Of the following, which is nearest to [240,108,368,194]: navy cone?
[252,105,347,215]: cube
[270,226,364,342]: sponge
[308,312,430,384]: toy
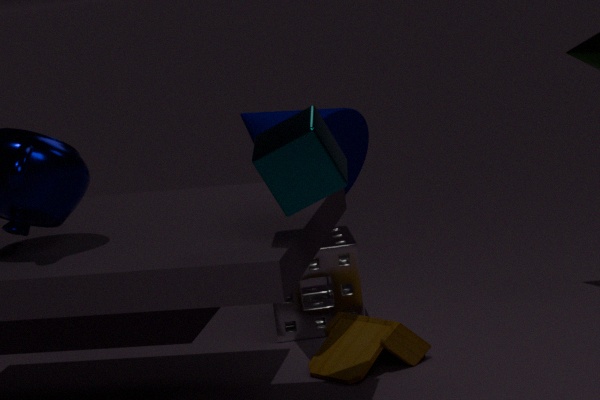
[308,312,430,384]: toy
